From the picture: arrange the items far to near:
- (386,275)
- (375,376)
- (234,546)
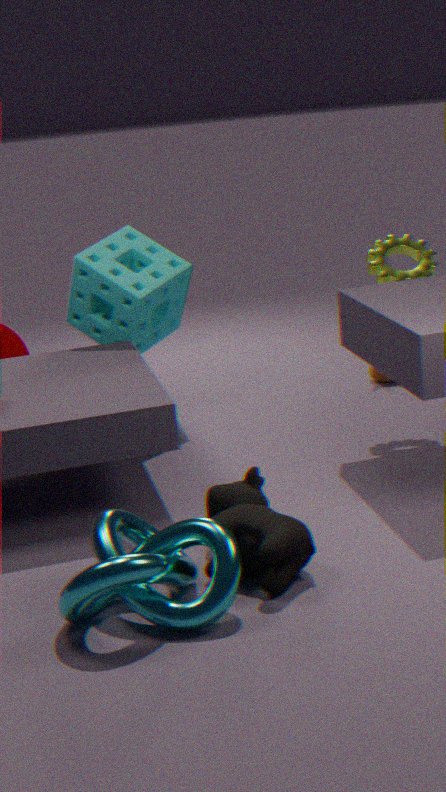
(375,376) < (386,275) < (234,546)
